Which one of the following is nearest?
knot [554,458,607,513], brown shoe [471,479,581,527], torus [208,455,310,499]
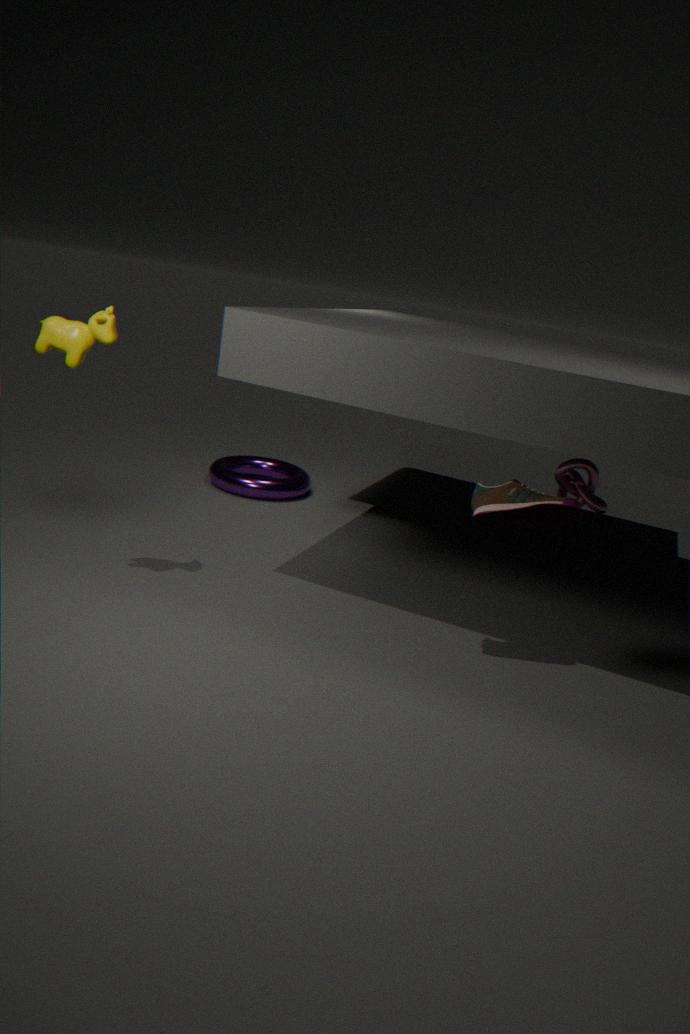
brown shoe [471,479,581,527]
